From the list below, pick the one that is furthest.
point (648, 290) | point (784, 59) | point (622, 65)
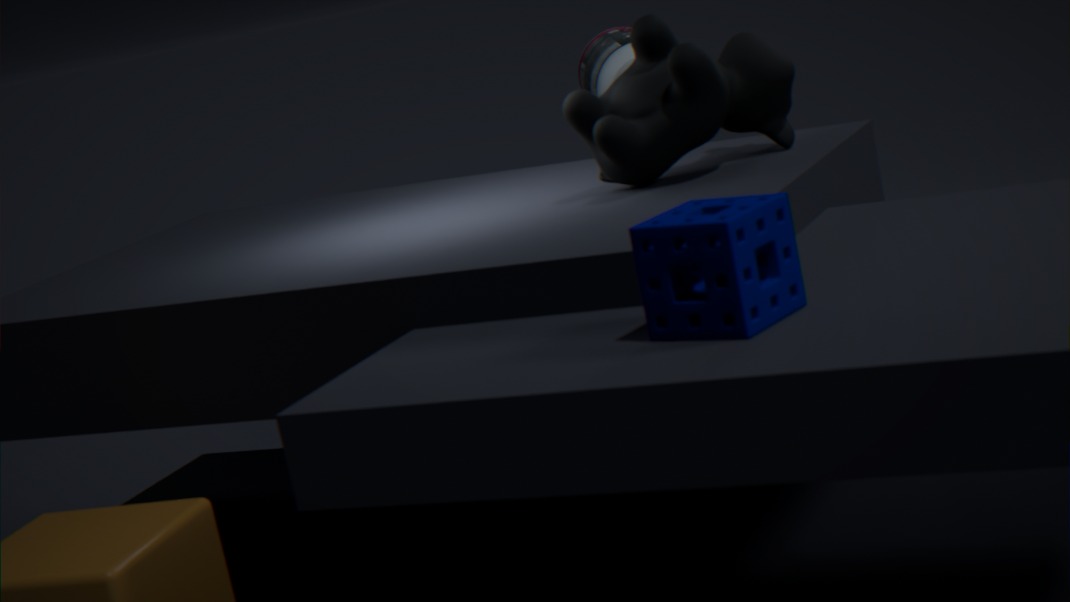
point (622, 65)
